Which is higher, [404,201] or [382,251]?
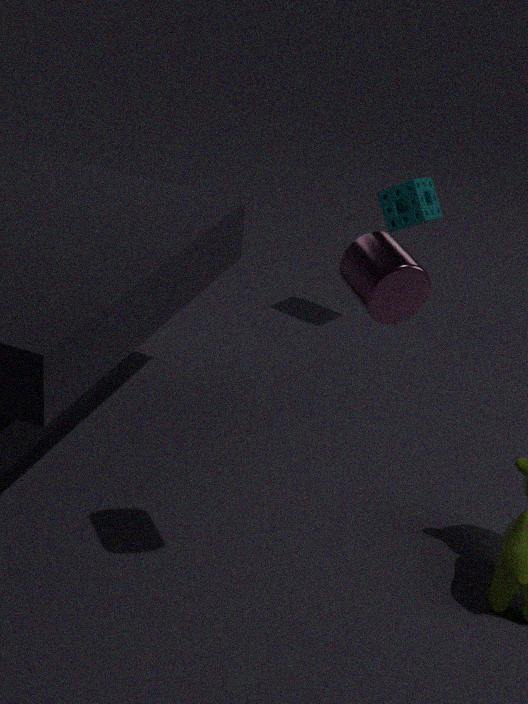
[382,251]
